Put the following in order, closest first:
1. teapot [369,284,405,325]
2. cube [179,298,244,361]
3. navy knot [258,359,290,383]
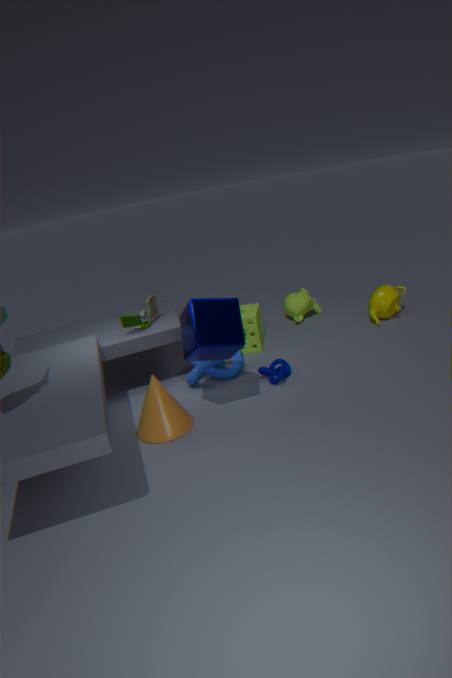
1. cube [179,298,244,361]
2. navy knot [258,359,290,383]
3. teapot [369,284,405,325]
